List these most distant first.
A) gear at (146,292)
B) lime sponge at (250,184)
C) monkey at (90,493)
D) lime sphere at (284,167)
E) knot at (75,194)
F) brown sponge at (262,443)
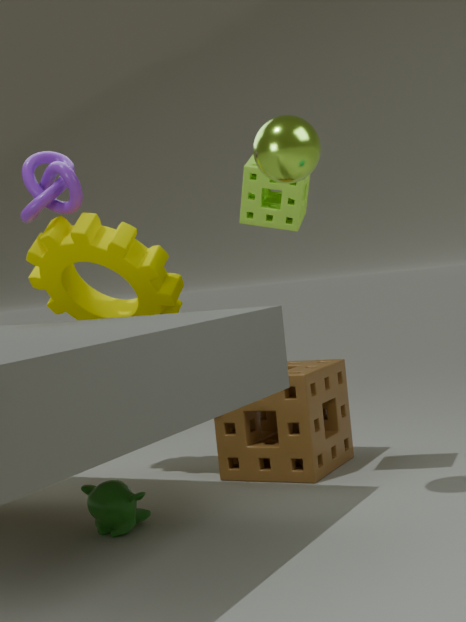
brown sponge at (262,443), knot at (75,194), gear at (146,292), lime sponge at (250,184), monkey at (90,493), lime sphere at (284,167)
